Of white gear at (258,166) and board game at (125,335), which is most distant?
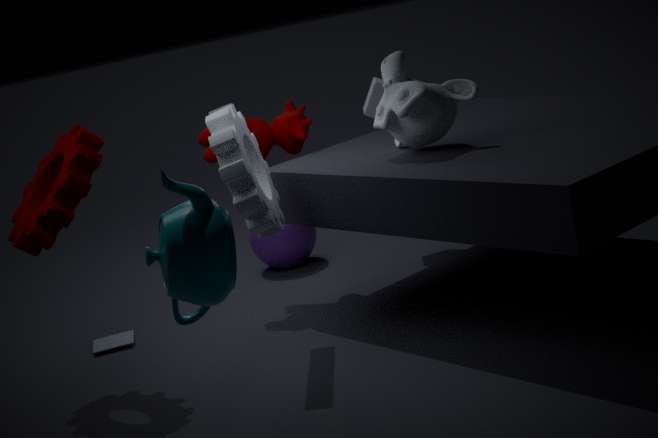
board game at (125,335)
